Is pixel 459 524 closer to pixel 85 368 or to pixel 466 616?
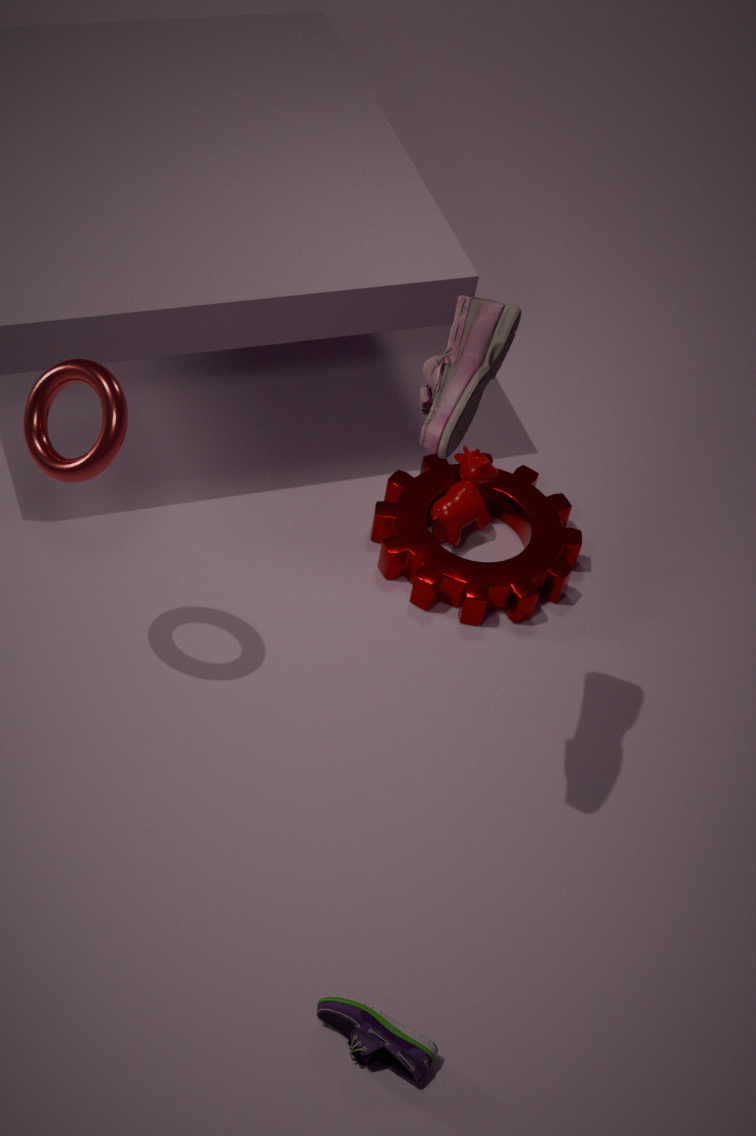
pixel 466 616
